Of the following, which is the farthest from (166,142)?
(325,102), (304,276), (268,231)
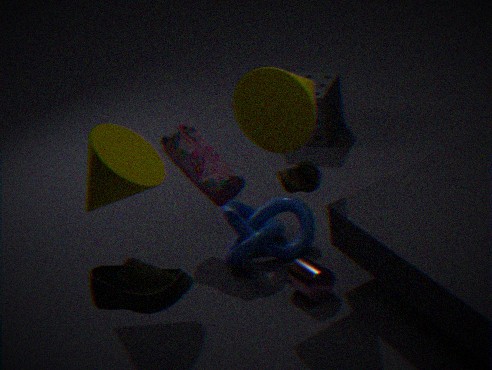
(325,102)
